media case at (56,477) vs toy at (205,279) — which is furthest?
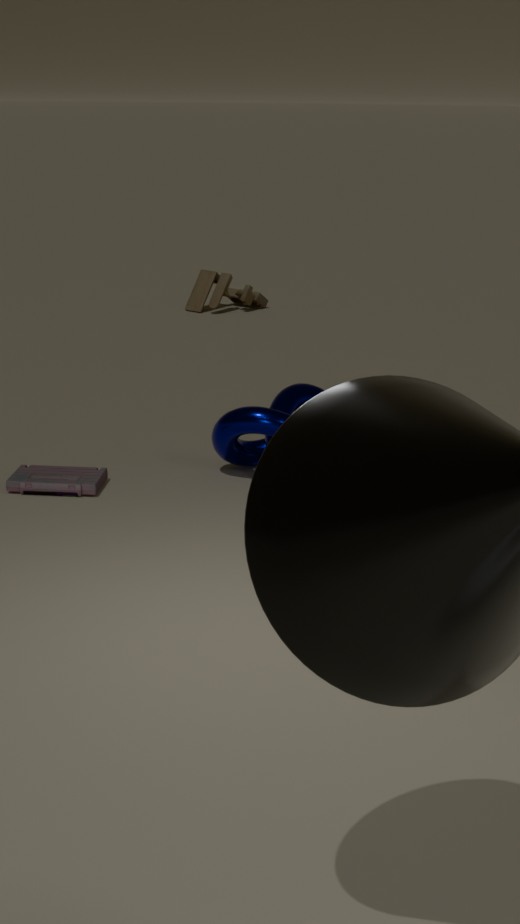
toy at (205,279)
